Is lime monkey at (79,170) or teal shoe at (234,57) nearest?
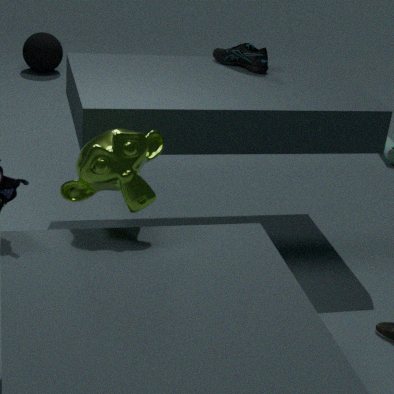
lime monkey at (79,170)
